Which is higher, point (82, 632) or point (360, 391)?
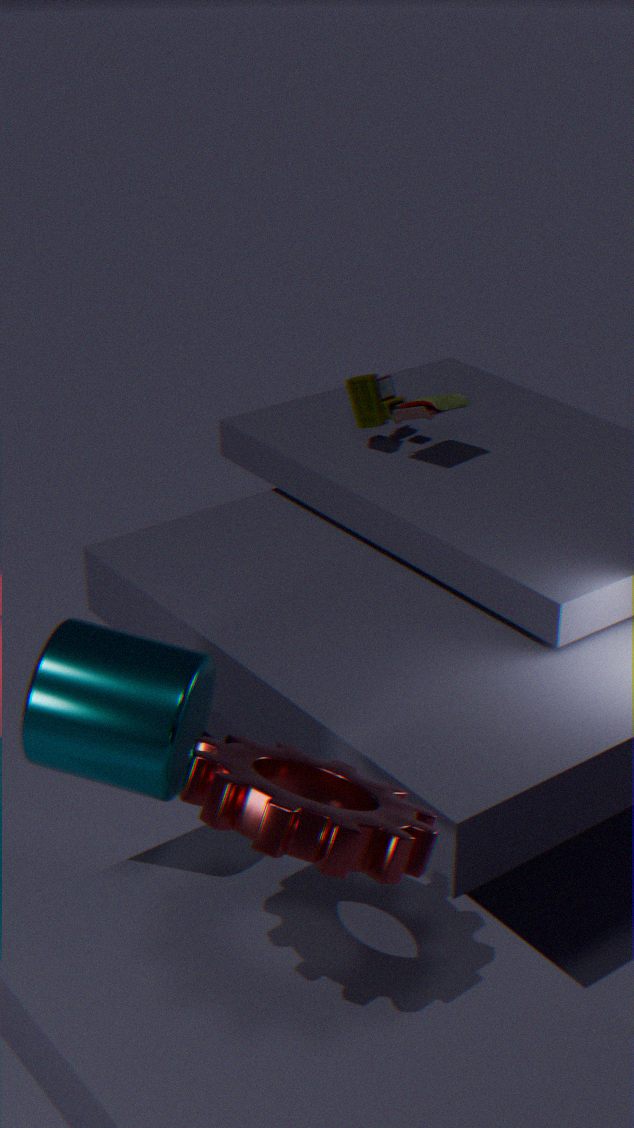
point (360, 391)
